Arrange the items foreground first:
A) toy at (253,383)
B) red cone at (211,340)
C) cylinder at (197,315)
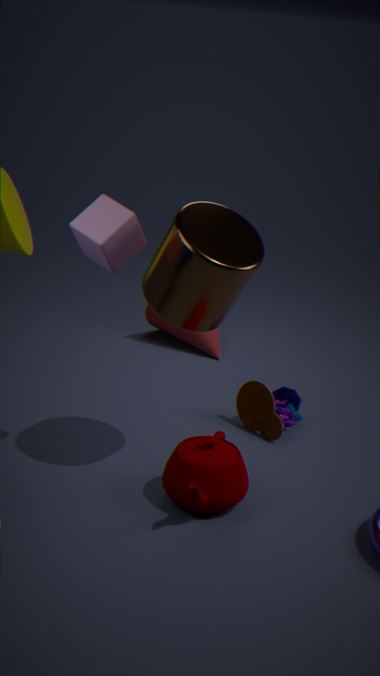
cylinder at (197,315) < toy at (253,383) < red cone at (211,340)
